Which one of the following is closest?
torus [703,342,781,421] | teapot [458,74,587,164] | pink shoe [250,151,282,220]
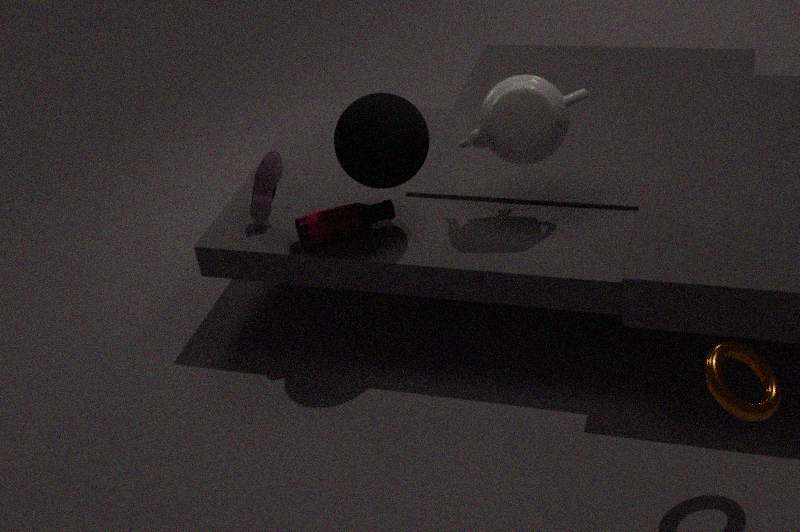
torus [703,342,781,421]
